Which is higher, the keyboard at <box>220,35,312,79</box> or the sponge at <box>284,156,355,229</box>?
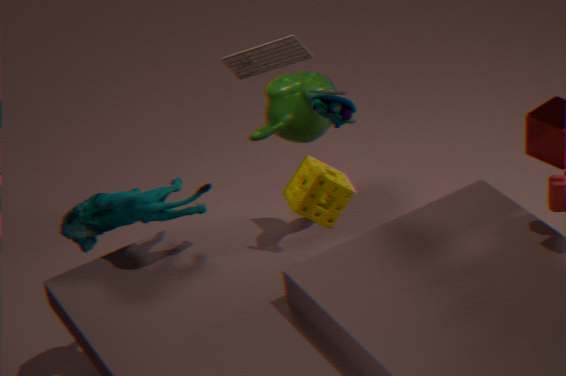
the keyboard at <box>220,35,312,79</box>
